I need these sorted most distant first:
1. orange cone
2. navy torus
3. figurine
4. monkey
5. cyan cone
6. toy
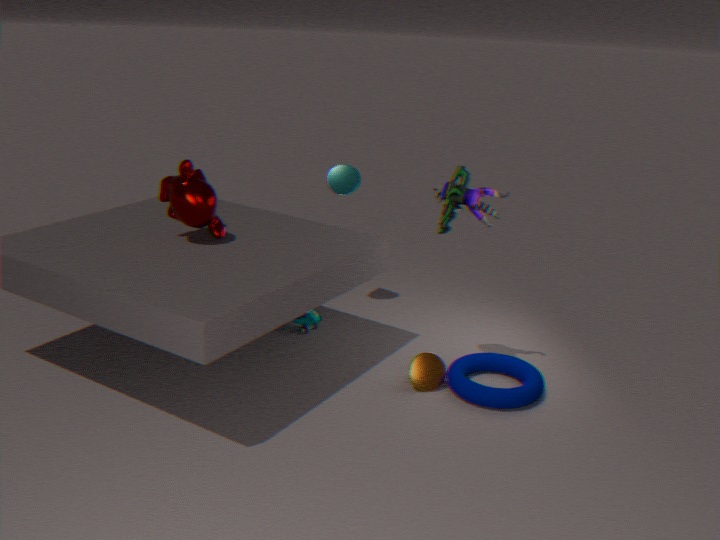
1. cyan cone
2. toy
3. orange cone
4. monkey
5. figurine
6. navy torus
